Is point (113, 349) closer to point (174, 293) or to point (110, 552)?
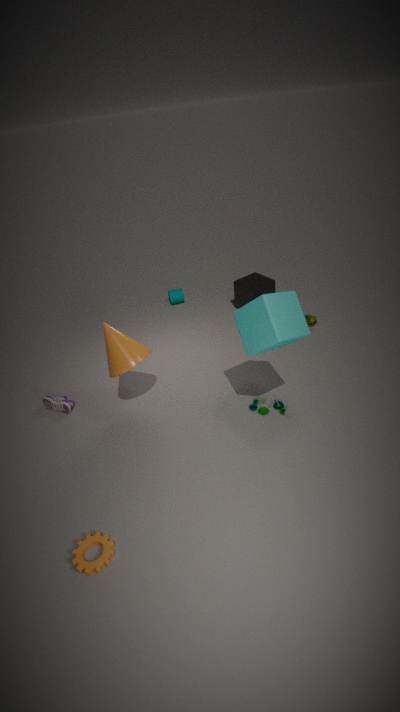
point (110, 552)
